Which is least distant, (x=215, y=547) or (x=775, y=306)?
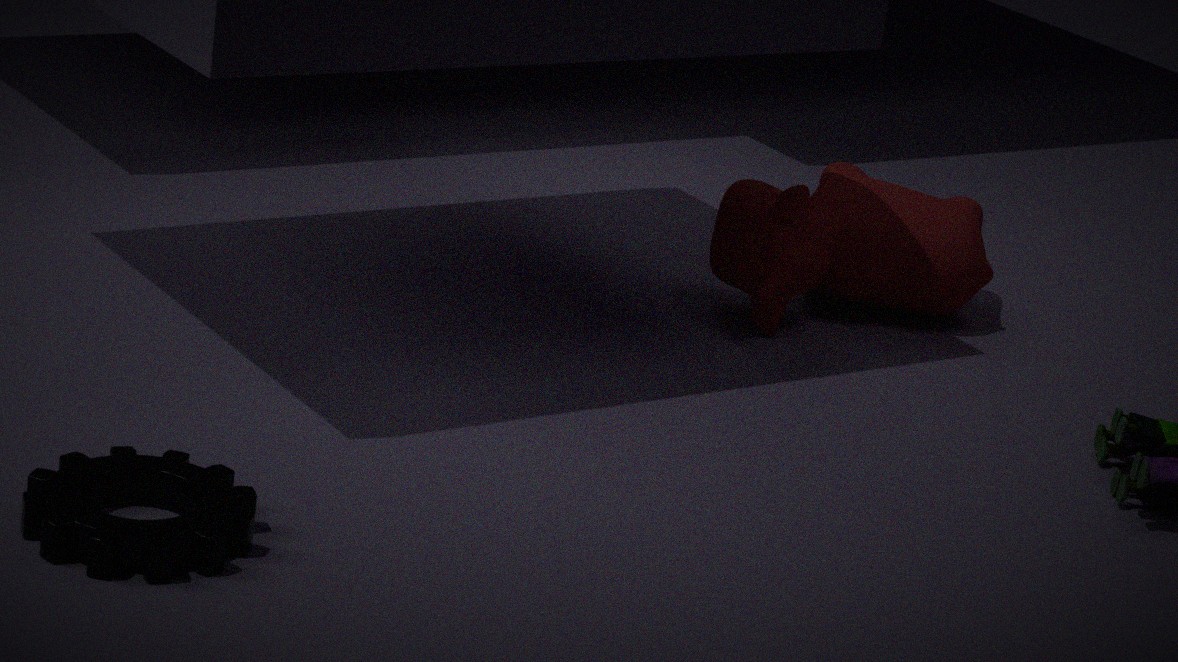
(x=215, y=547)
